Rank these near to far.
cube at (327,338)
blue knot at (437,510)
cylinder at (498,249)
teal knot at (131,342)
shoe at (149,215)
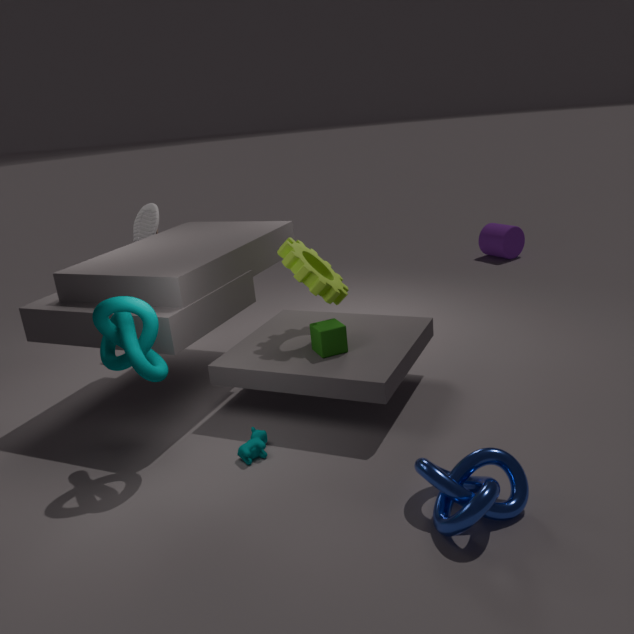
blue knot at (437,510)
teal knot at (131,342)
cube at (327,338)
shoe at (149,215)
cylinder at (498,249)
